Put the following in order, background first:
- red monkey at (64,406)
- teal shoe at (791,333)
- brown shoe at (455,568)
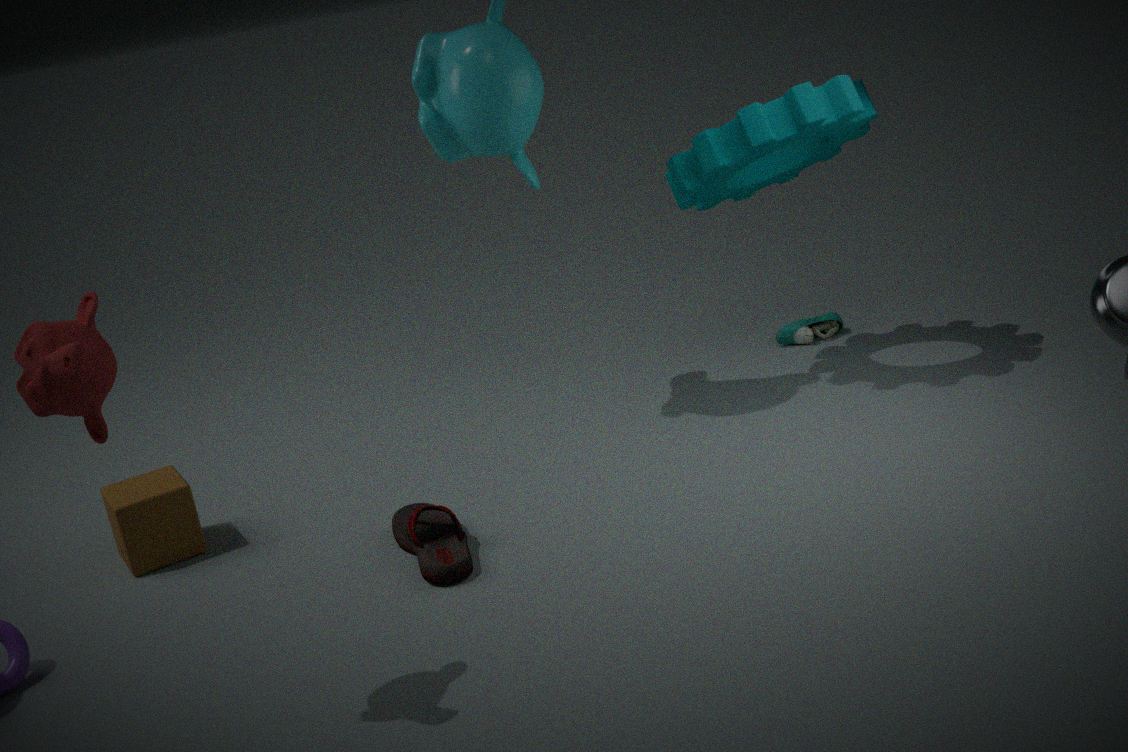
teal shoe at (791,333) → brown shoe at (455,568) → red monkey at (64,406)
